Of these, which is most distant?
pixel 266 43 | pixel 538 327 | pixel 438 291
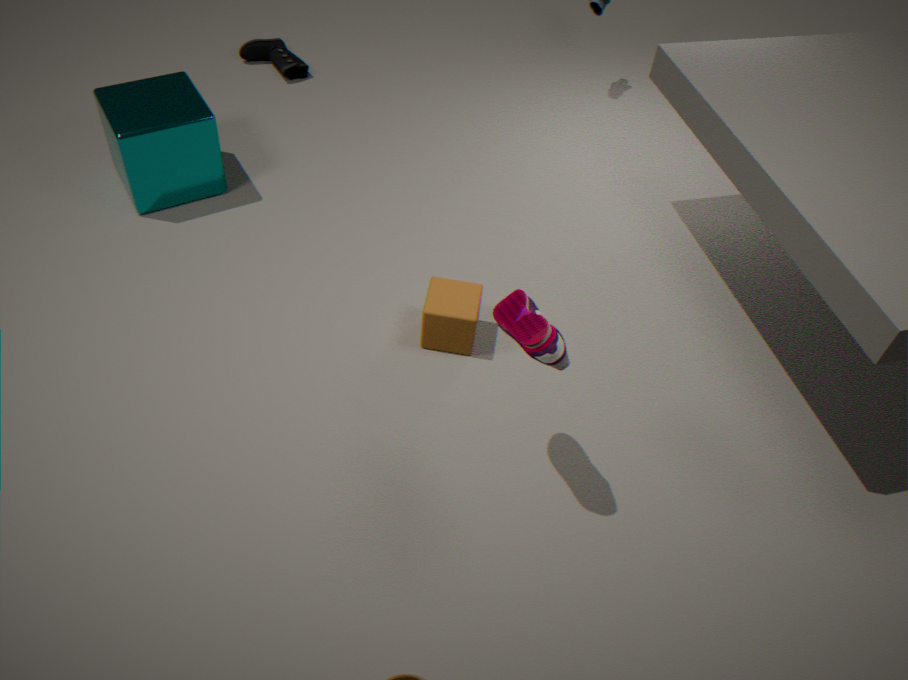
pixel 266 43
